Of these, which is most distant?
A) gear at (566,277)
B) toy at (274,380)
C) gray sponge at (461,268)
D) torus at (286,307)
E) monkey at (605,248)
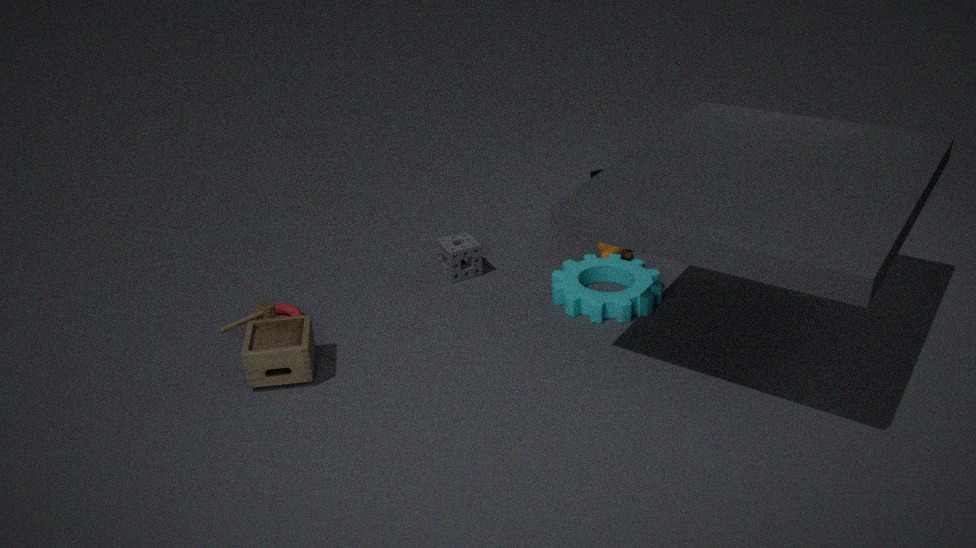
monkey at (605,248)
